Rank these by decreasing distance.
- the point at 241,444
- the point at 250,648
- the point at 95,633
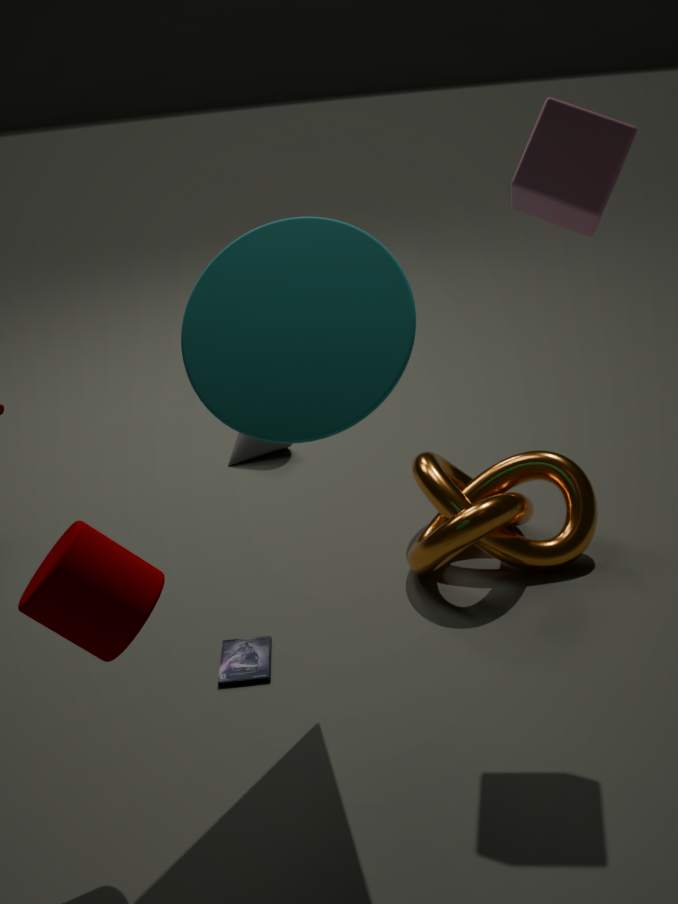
the point at 241,444 < the point at 250,648 < the point at 95,633
